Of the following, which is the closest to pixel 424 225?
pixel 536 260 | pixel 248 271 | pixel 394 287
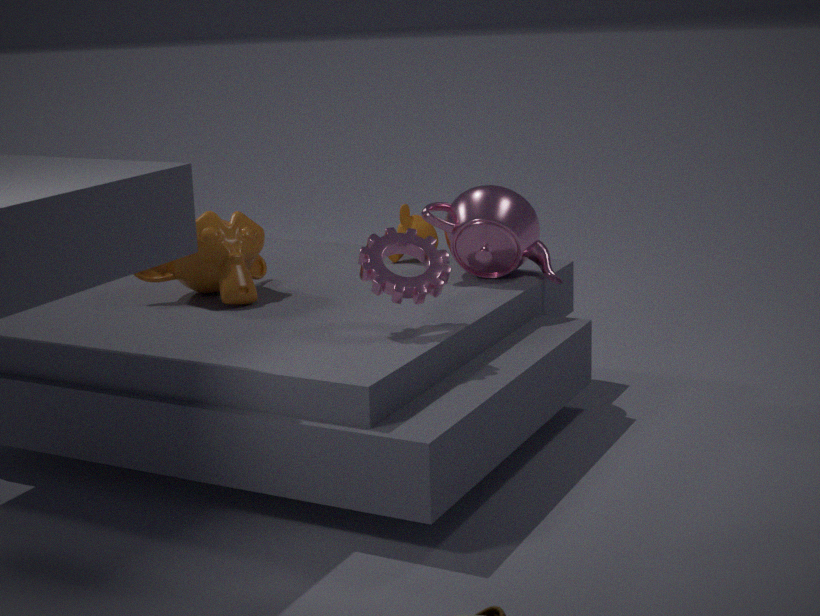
pixel 536 260
